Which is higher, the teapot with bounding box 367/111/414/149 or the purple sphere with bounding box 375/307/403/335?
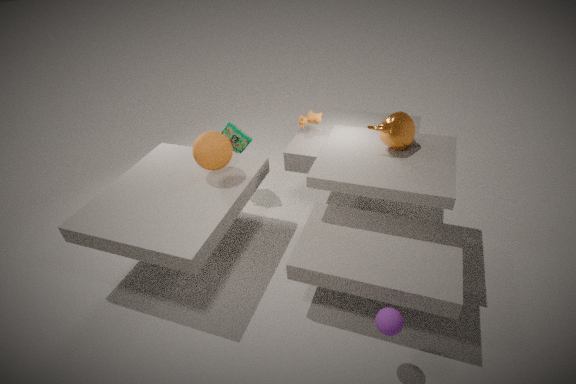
the teapot with bounding box 367/111/414/149
